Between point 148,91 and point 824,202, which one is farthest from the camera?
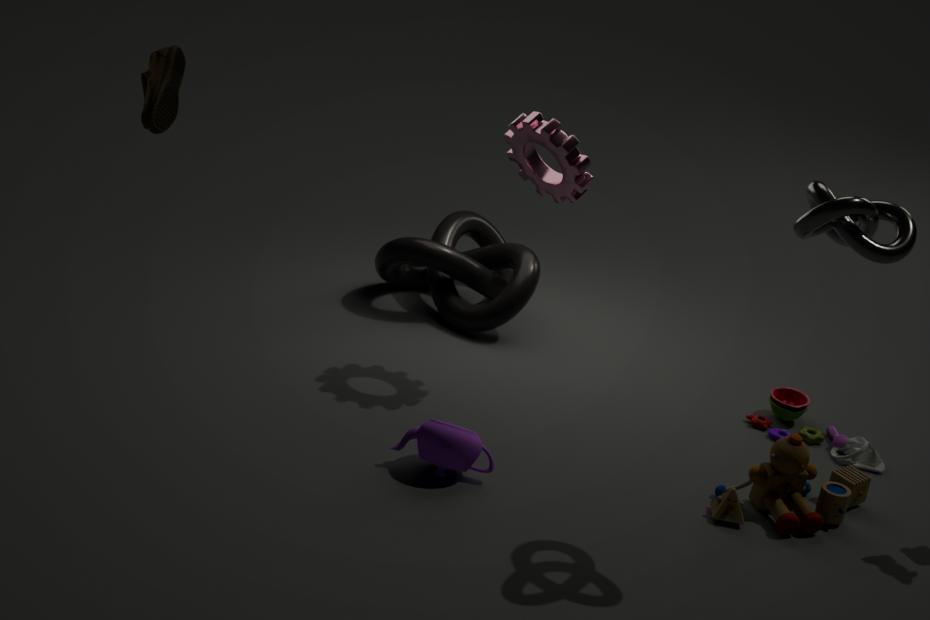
point 148,91
